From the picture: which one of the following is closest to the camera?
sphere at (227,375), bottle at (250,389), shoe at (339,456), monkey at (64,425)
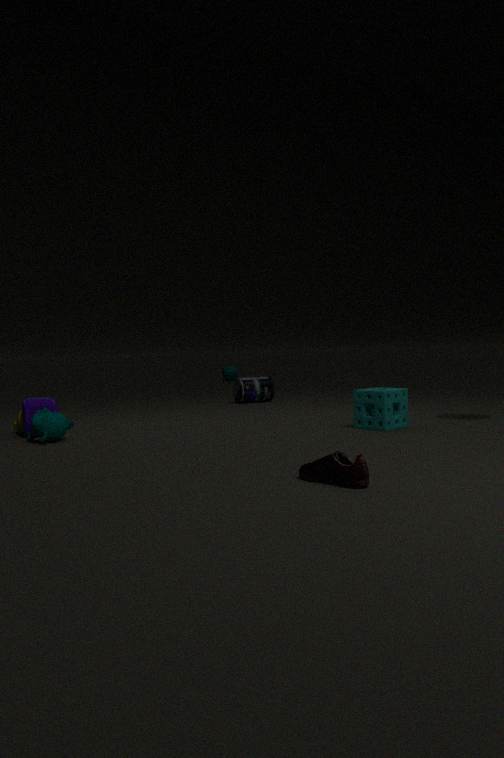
shoe at (339,456)
